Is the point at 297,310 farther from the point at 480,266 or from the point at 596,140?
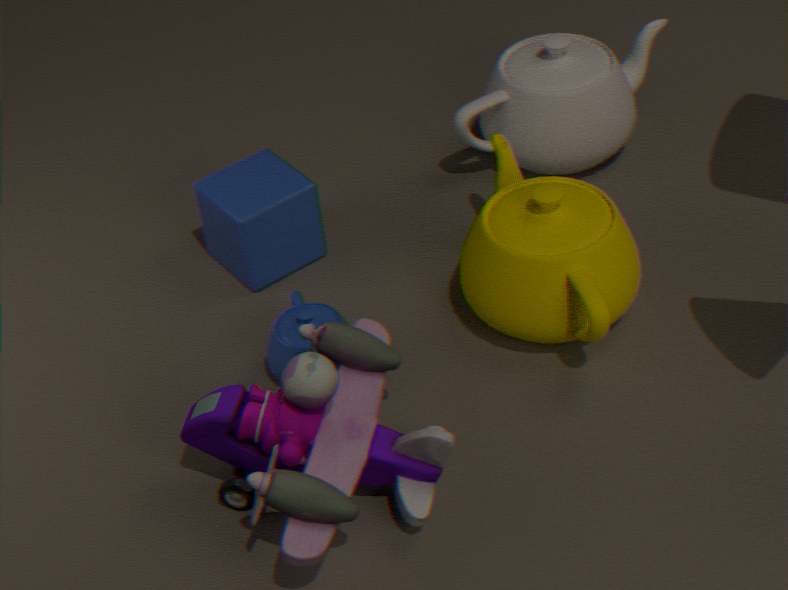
the point at 596,140
